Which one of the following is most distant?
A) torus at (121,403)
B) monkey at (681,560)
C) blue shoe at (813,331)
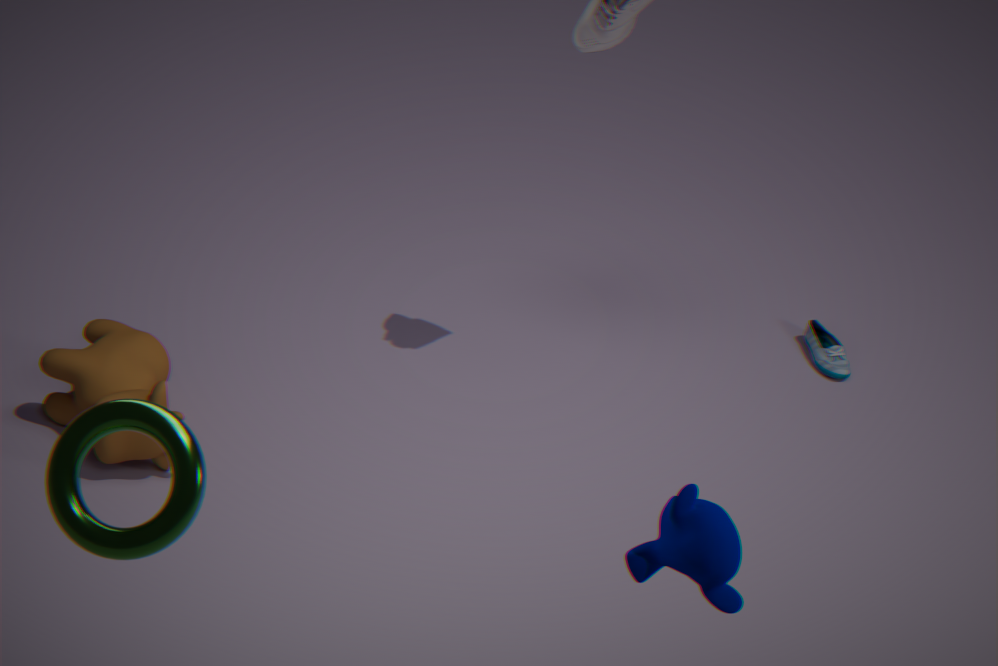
C. blue shoe at (813,331)
